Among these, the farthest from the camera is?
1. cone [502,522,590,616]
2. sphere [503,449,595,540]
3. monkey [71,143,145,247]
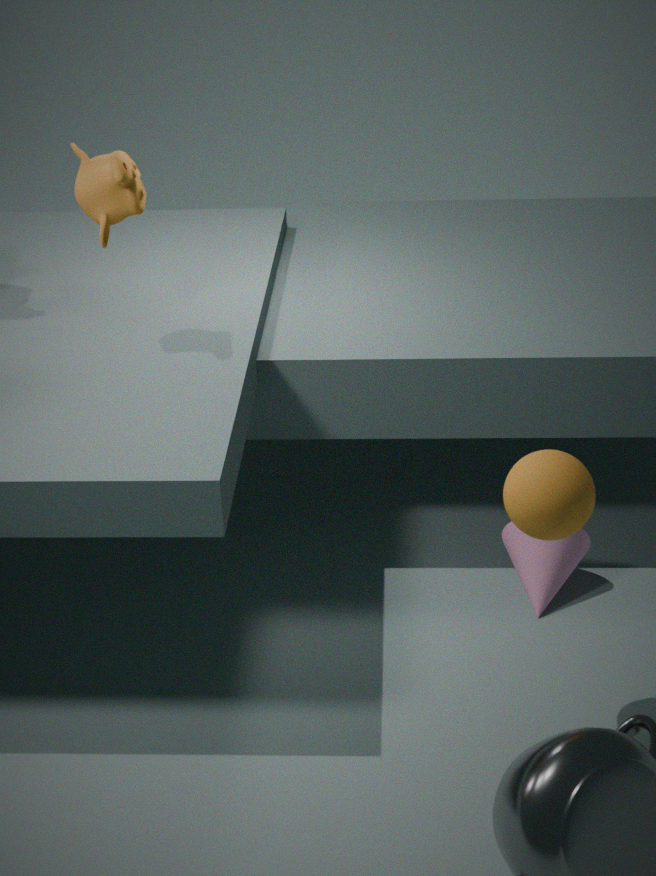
cone [502,522,590,616]
